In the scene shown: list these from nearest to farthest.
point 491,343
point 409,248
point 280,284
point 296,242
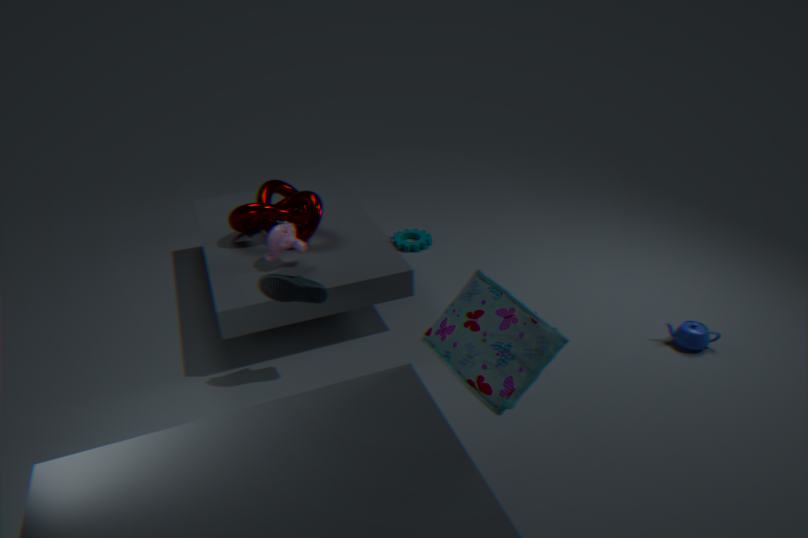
point 491,343
point 280,284
point 296,242
point 409,248
